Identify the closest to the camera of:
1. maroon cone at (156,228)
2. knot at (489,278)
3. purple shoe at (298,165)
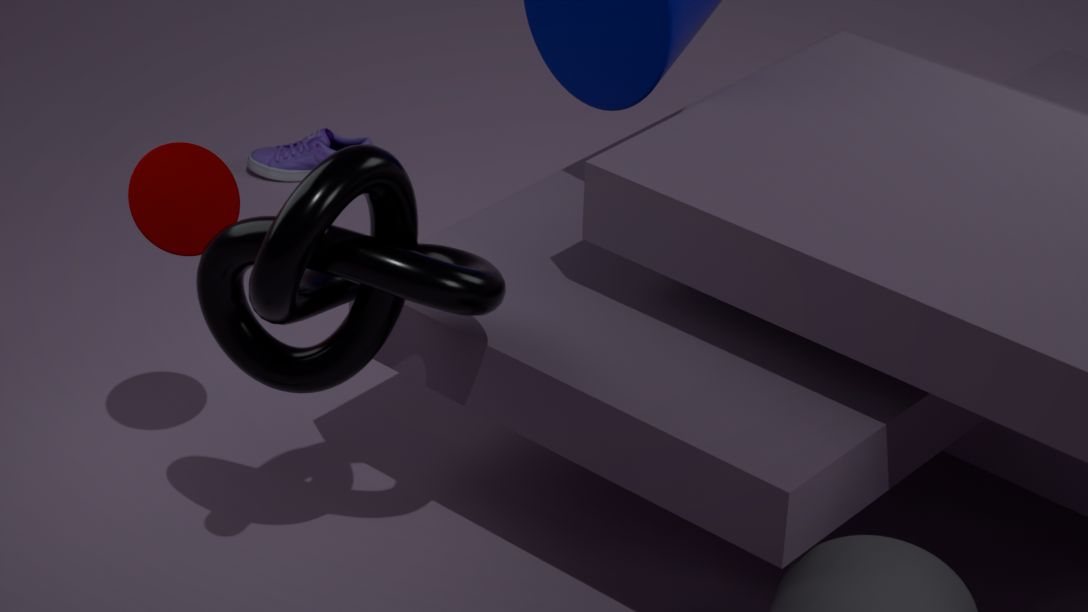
knot at (489,278)
